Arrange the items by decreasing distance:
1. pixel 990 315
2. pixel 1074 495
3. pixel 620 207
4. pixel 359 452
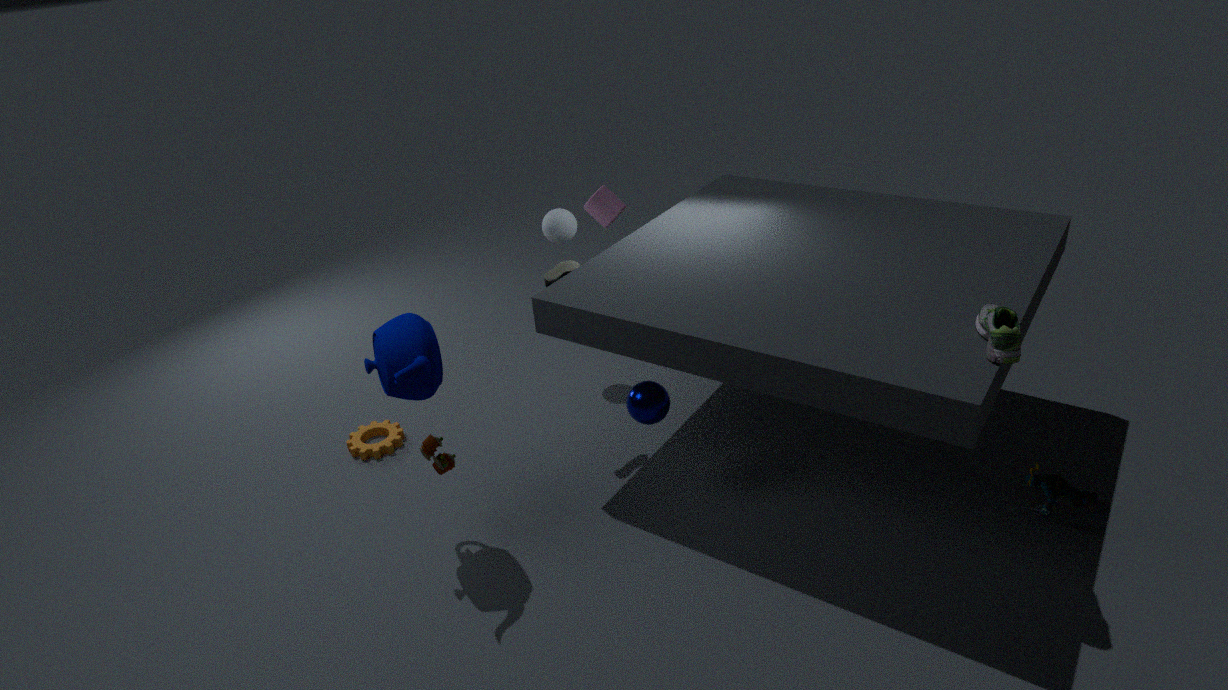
pixel 620 207 < pixel 359 452 < pixel 1074 495 < pixel 990 315
